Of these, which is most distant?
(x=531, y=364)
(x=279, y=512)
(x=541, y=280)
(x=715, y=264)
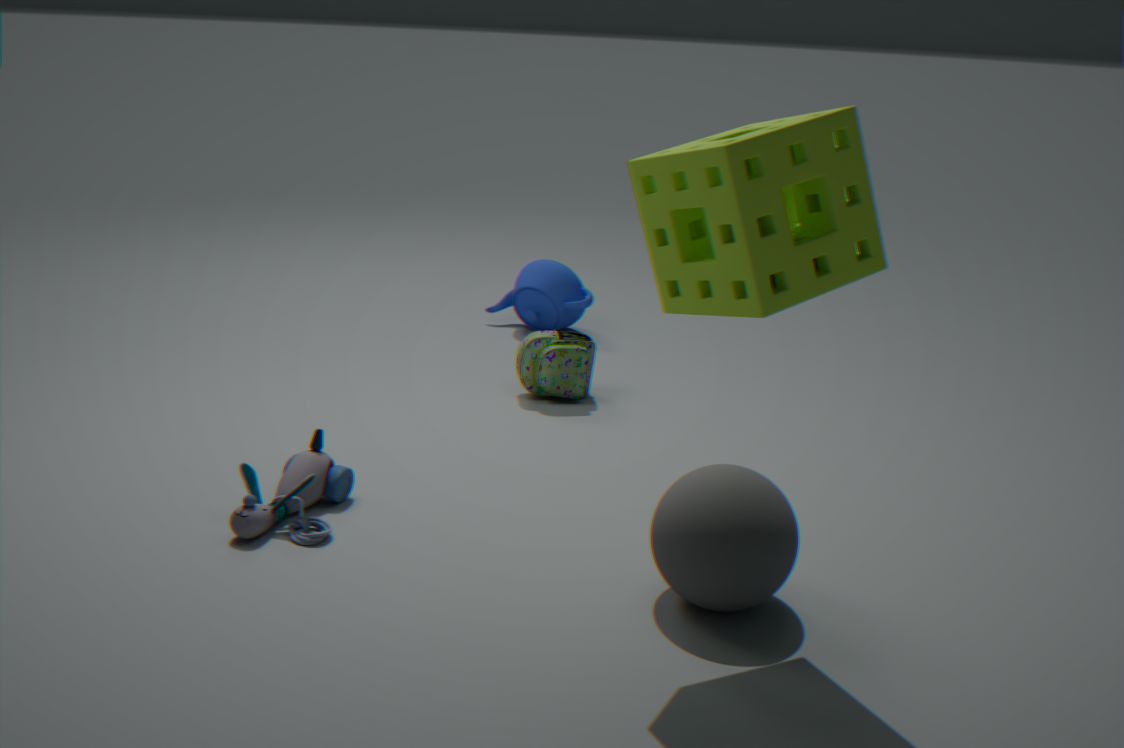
(x=541, y=280)
